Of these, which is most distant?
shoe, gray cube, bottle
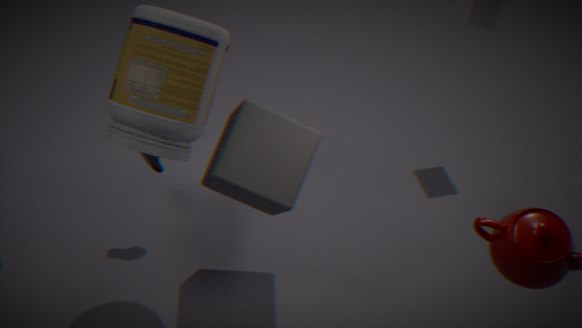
shoe
